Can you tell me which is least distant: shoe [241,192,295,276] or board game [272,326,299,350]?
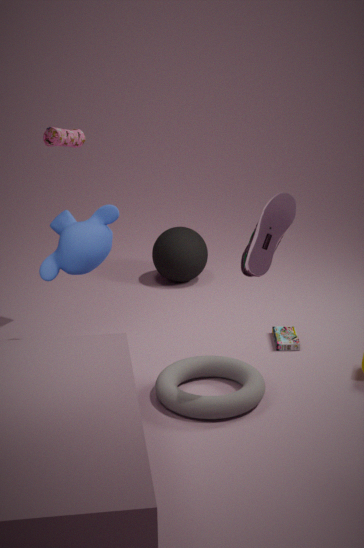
shoe [241,192,295,276]
